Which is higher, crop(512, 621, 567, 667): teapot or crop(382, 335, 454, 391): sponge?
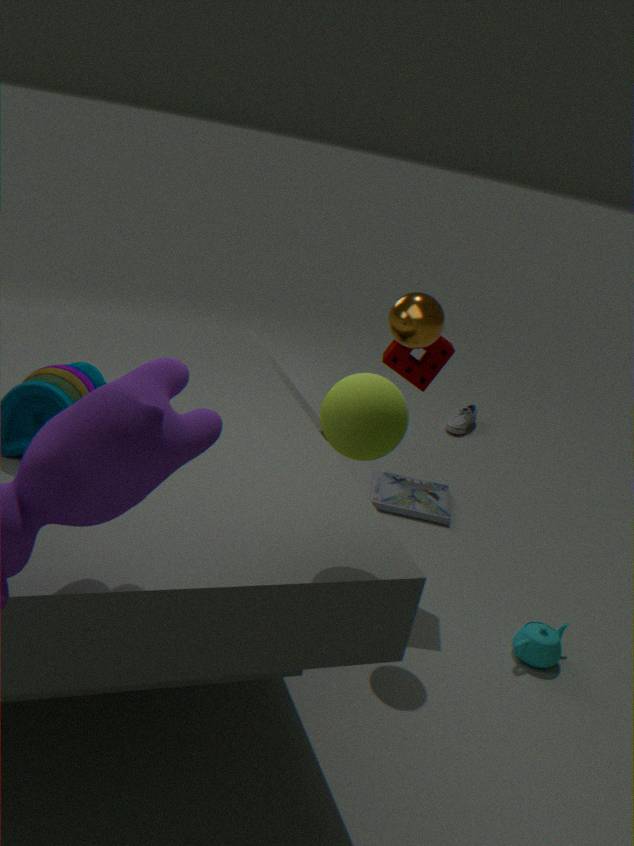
crop(382, 335, 454, 391): sponge
